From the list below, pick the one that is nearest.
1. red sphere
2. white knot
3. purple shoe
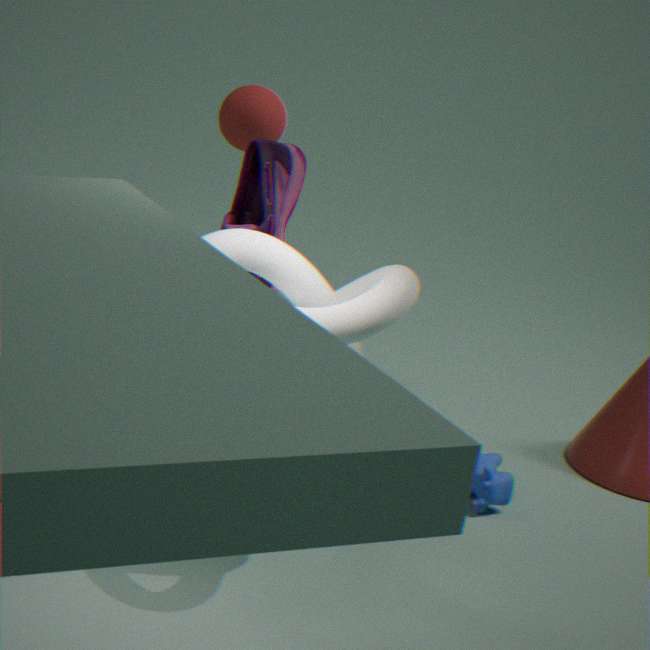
white knot
